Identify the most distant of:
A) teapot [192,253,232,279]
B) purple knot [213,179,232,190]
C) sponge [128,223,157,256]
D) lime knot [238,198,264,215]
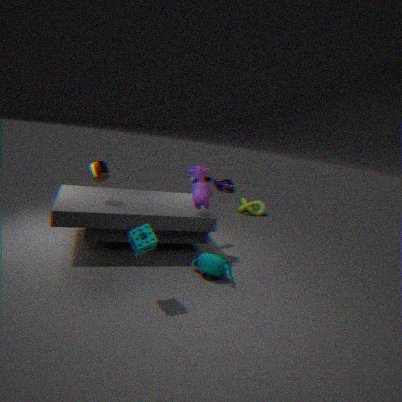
purple knot [213,179,232,190]
